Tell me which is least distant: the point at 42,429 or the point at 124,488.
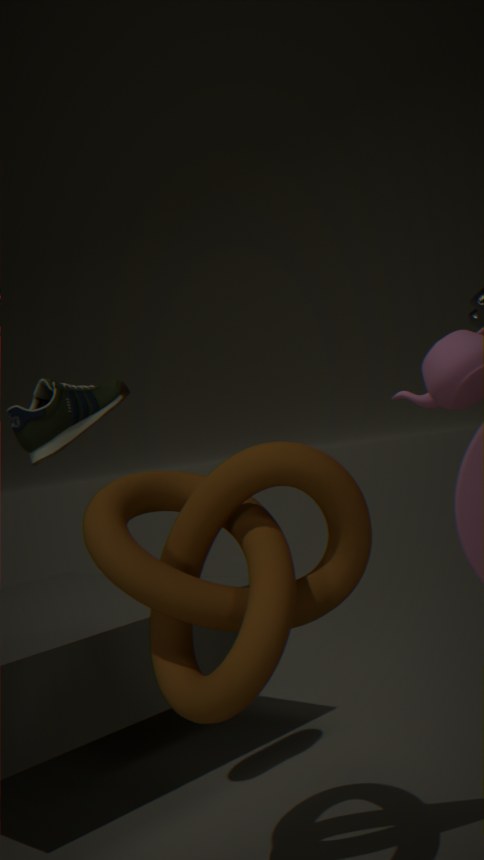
the point at 124,488
